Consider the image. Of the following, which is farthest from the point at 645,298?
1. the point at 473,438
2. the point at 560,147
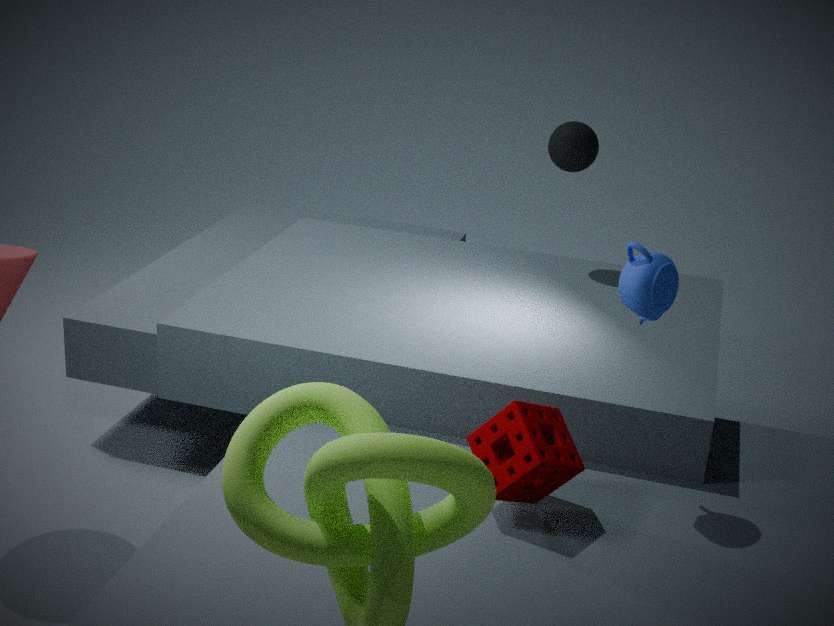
the point at 560,147
